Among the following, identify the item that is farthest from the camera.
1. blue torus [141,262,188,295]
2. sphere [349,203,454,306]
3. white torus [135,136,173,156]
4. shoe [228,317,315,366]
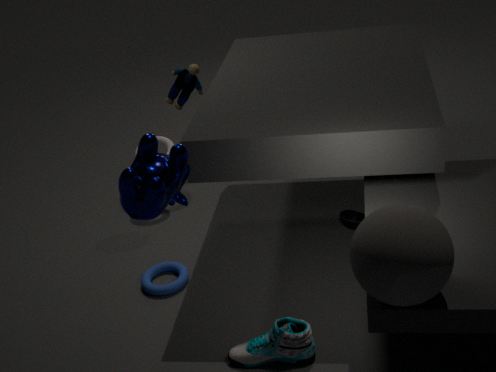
white torus [135,136,173,156]
